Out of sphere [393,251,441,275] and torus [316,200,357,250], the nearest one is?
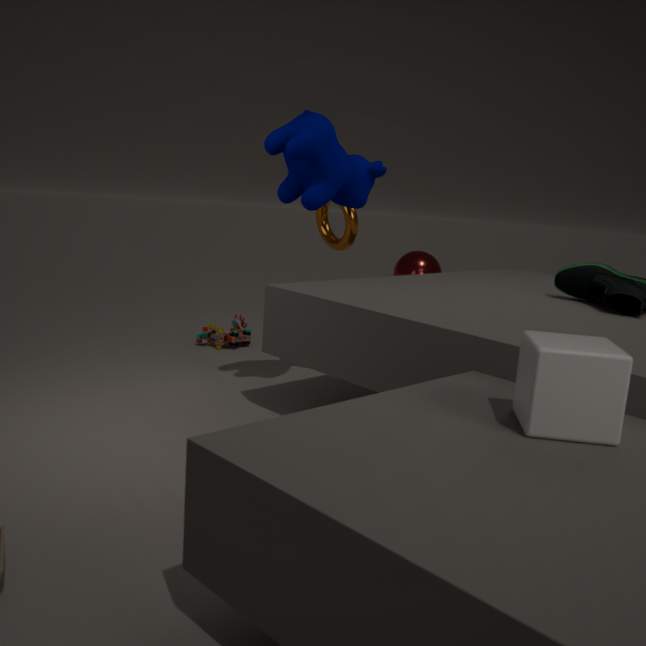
torus [316,200,357,250]
